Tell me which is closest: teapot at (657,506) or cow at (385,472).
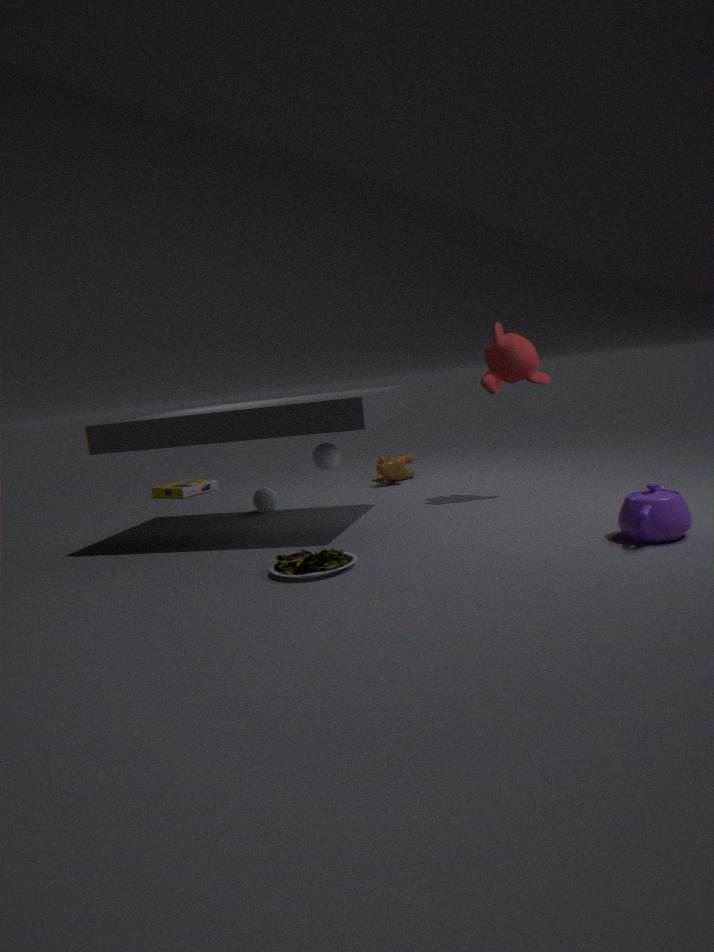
teapot at (657,506)
